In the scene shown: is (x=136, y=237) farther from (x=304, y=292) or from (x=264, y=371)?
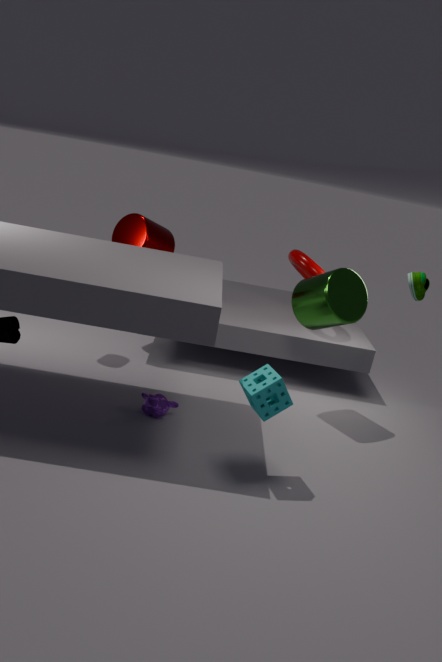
(x=264, y=371)
